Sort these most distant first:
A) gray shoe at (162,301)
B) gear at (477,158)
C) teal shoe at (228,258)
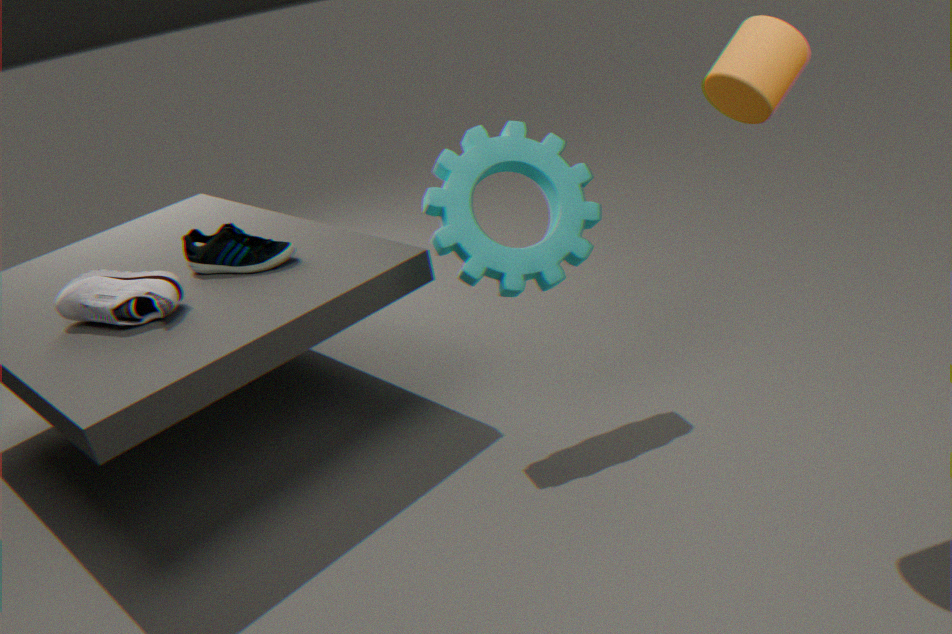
teal shoe at (228,258) < gray shoe at (162,301) < gear at (477,158)
